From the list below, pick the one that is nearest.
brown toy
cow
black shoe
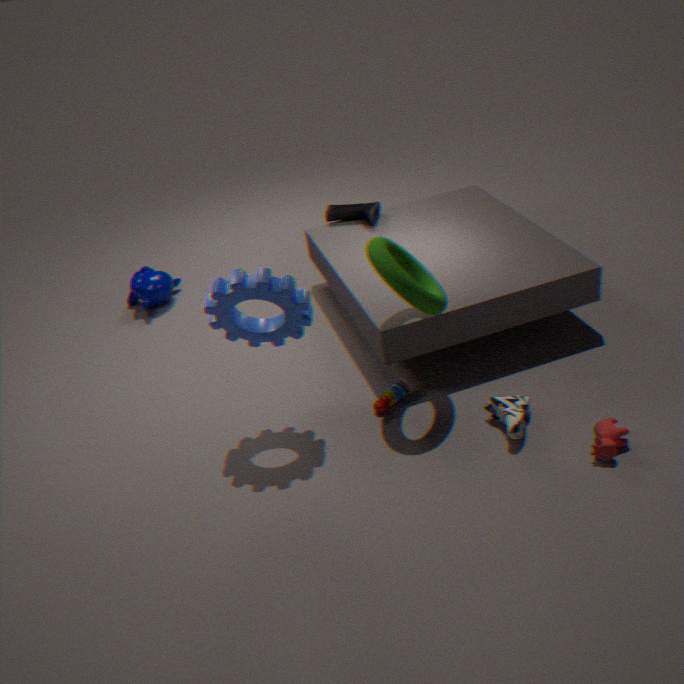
cow
